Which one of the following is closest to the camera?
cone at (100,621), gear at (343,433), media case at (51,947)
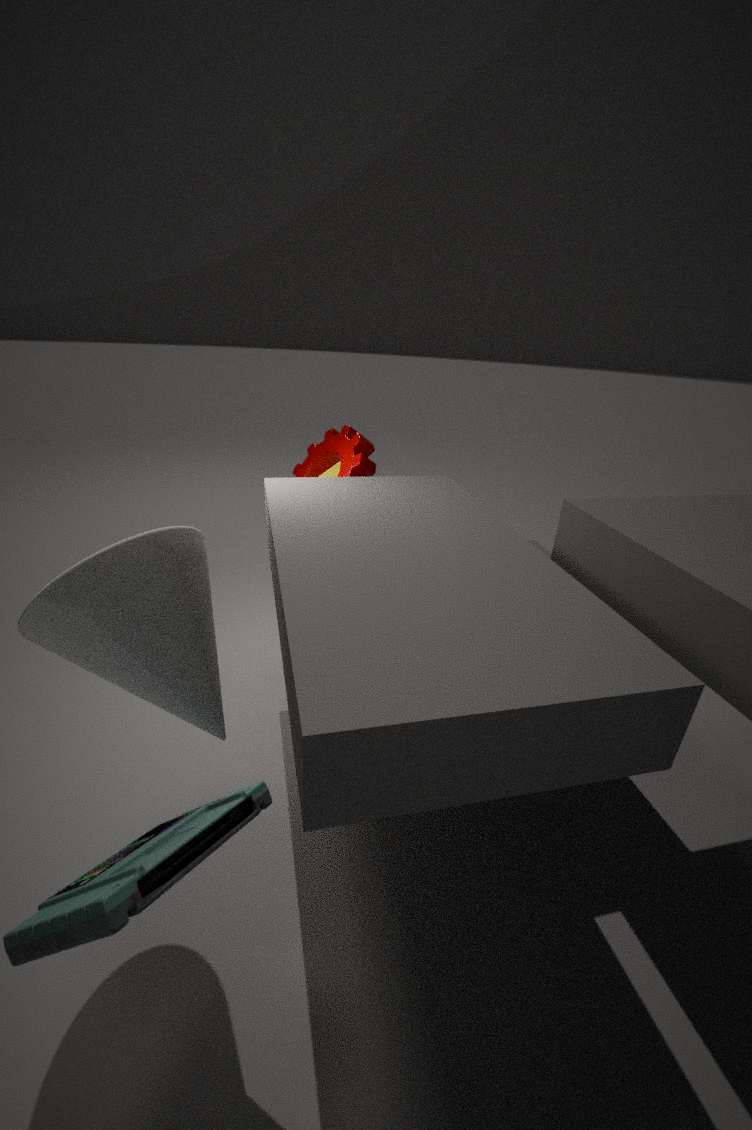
media case at (51,947)
